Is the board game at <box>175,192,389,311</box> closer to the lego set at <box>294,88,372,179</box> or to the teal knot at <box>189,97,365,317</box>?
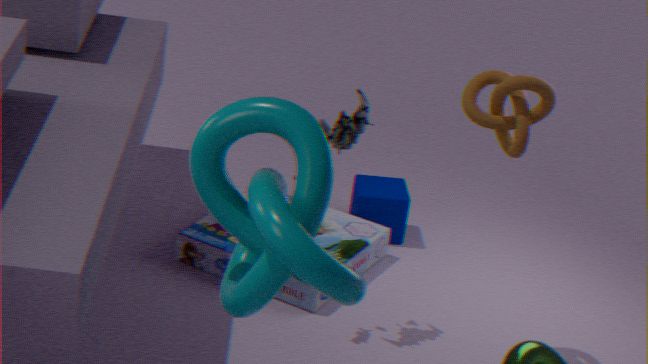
the lego set at <box>294,88,372,179</box>
